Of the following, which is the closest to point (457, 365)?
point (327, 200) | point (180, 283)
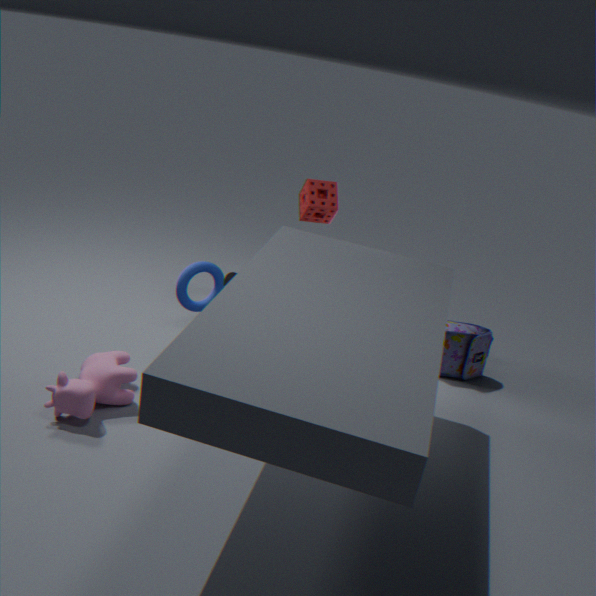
point (327, 200)
